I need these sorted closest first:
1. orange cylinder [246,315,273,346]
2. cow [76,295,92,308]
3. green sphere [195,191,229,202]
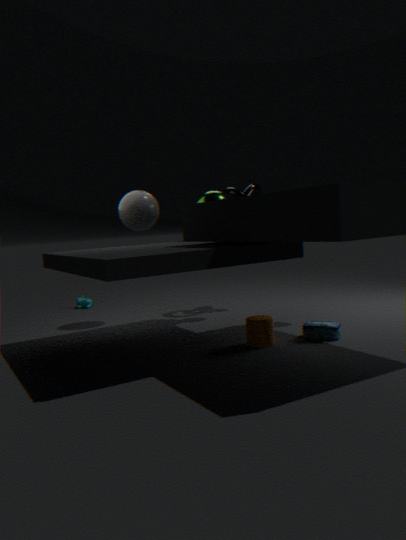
orange cylinder [246,315,273,346]
green sphere [195,191,229,202]
cow [76,295,92,308]
